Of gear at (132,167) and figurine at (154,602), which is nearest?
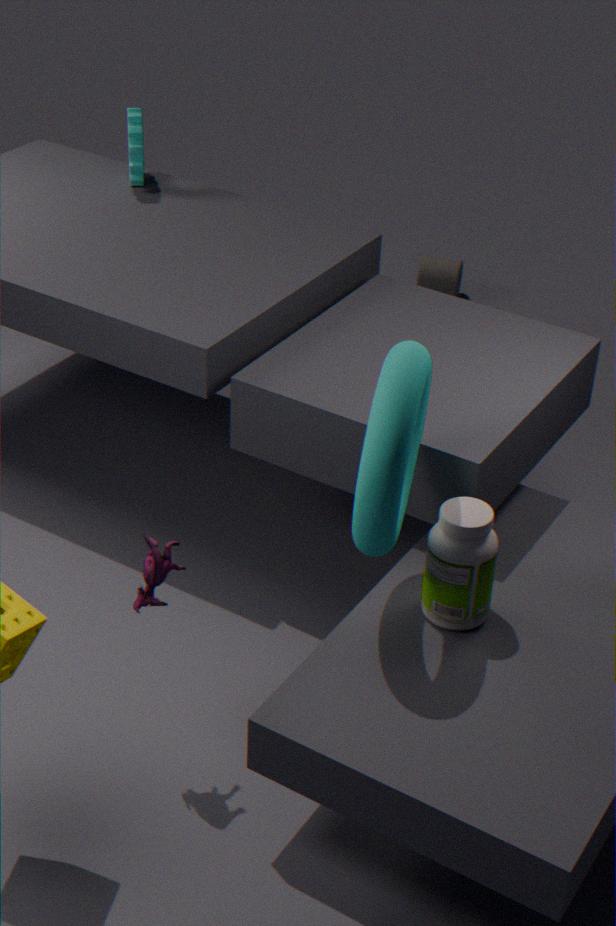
figurine at (154,602)
